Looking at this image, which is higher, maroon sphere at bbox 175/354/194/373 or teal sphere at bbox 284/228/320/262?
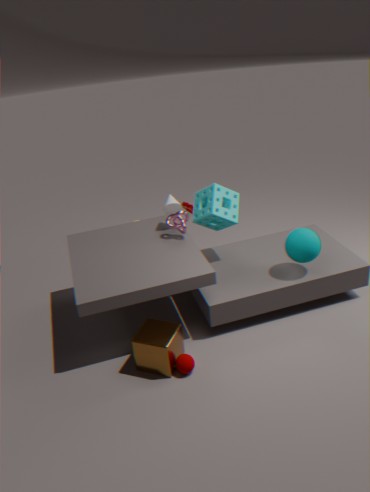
teal sphere at bbox 284/228/320/262
